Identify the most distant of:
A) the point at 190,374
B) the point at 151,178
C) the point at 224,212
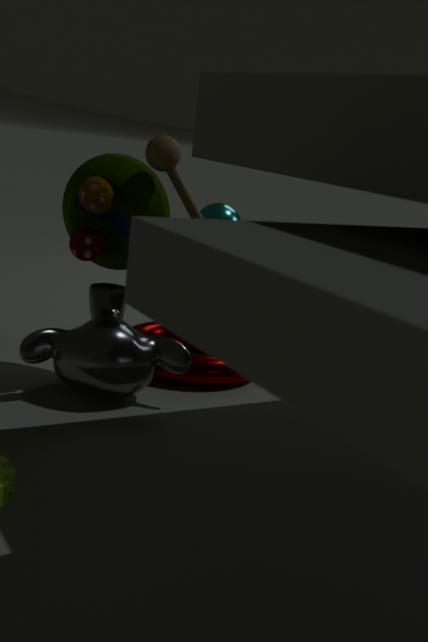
the point at 224,212
